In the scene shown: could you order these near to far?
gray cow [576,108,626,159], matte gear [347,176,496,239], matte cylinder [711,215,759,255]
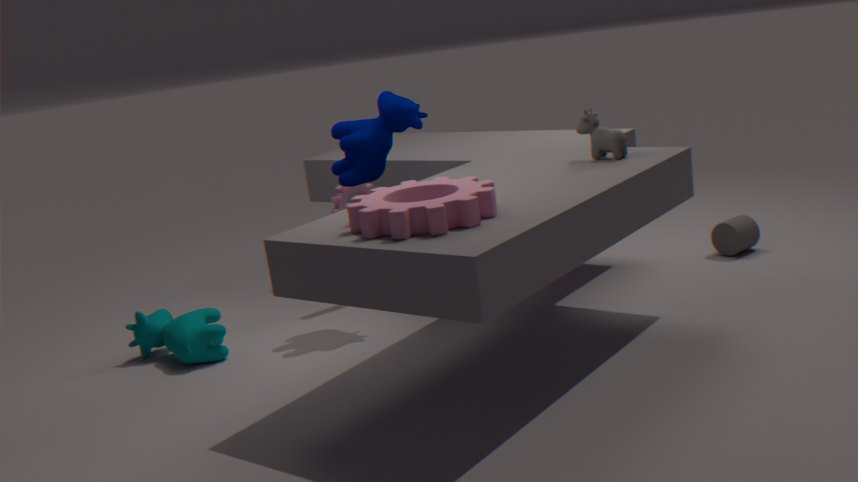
matte gear [347,176,496,239], gray cow [576,108,626,159], matte cylinder [711,215,759,255]
